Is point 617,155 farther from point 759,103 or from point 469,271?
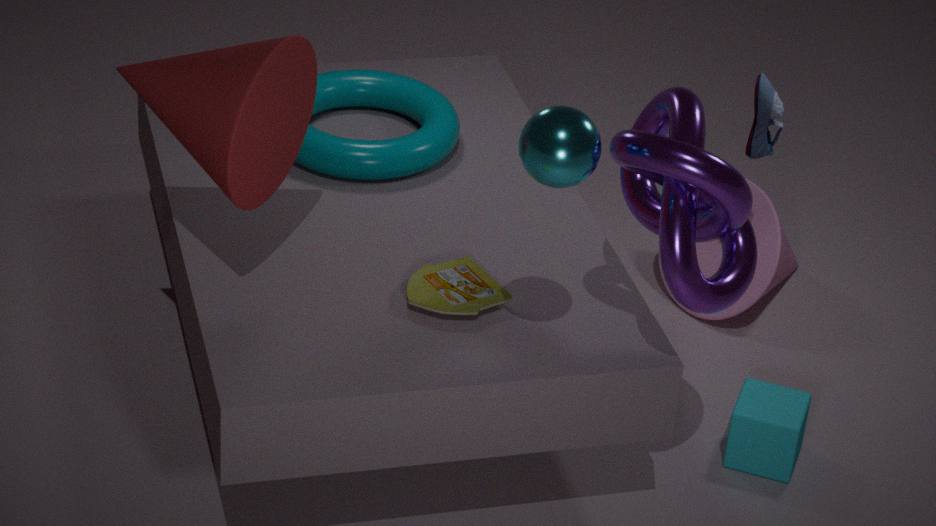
point 759,103
